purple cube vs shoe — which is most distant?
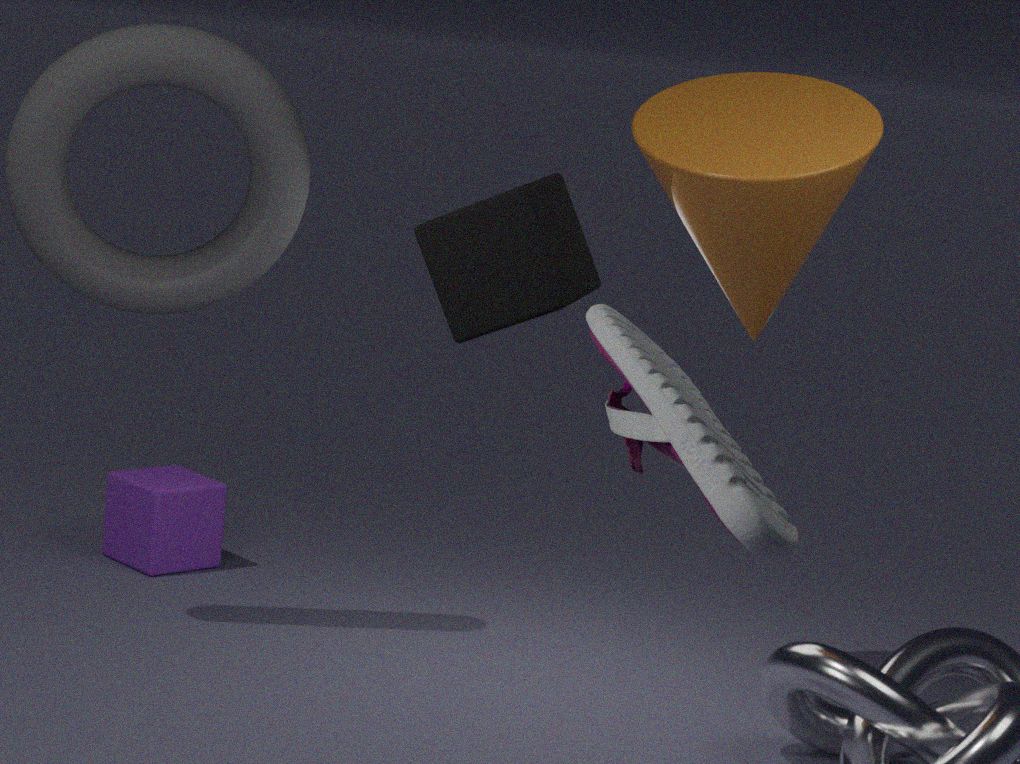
purple cube
